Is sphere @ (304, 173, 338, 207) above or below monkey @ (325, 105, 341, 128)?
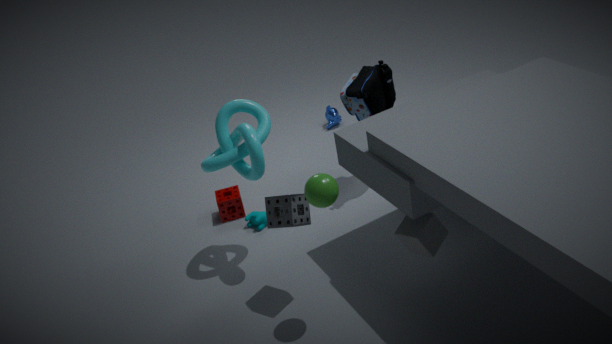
above
